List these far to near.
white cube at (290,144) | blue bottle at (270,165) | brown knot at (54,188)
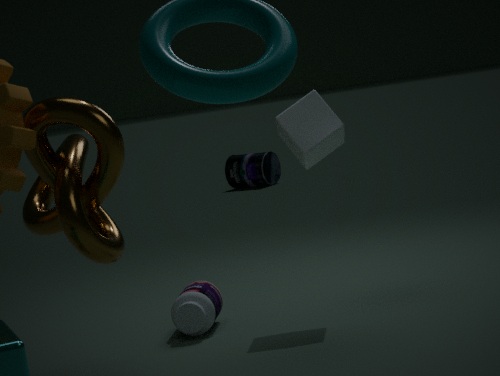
blue bottle at (270,165), white cube at (290,144), brown knot at (54,188)
